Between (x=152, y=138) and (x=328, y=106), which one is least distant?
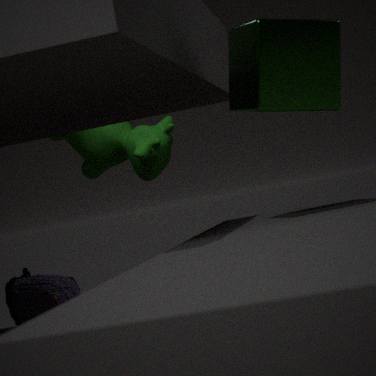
(x=328, y=106)
